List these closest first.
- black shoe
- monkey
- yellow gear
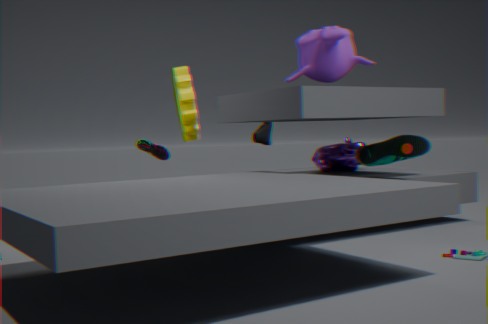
monkey → yellow gear → black shoe
